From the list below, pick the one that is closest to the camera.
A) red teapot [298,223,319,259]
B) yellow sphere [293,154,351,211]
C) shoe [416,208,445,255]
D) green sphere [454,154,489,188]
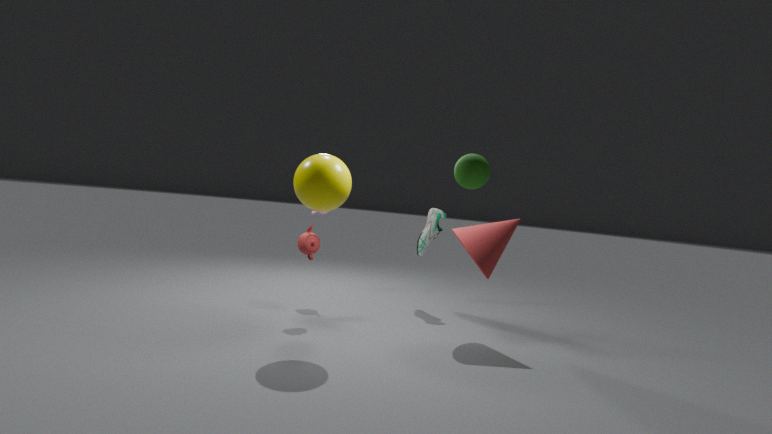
green sphere [454,154,489,188]
